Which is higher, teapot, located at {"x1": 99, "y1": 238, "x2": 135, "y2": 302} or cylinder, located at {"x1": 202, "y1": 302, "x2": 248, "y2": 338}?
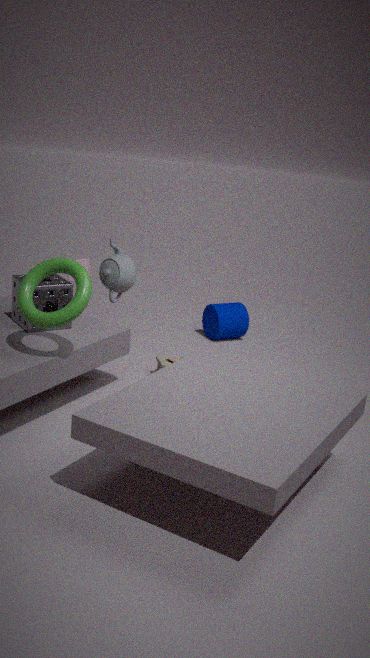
teapot, located at {"x1": 99, "y1": 238, "x2": 135, "y2": 302}
